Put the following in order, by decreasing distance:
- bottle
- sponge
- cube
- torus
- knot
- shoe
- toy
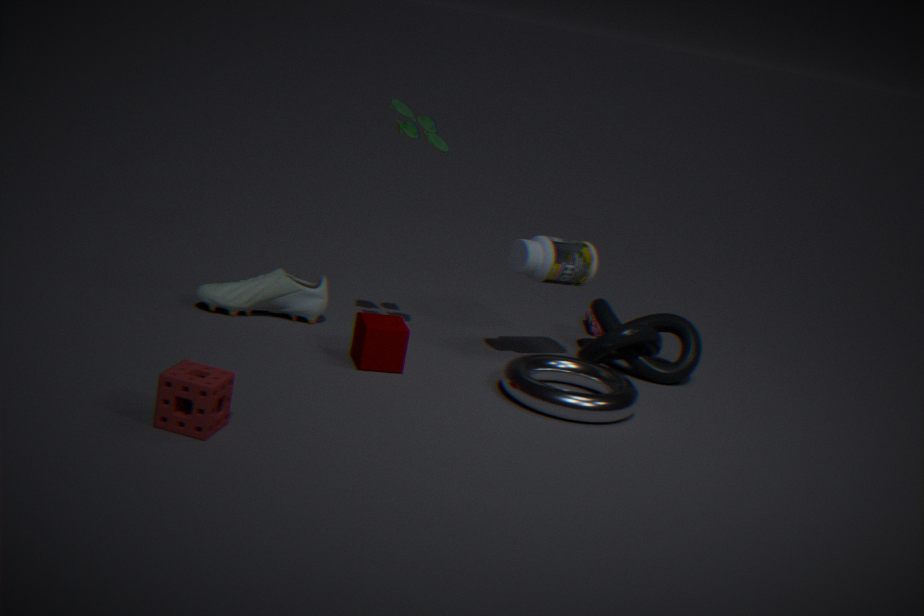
knot < shoe < bottle < cube < toy < torus < sponge
